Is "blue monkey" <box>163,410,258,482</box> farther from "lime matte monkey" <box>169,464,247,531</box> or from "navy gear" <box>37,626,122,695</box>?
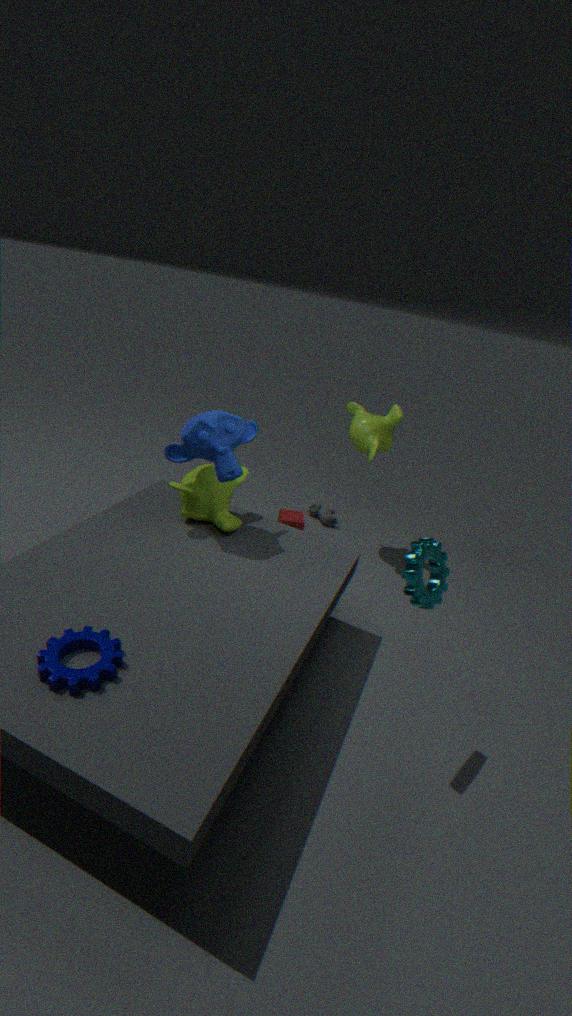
"navy gear" <box>37,626,122,695</box>
